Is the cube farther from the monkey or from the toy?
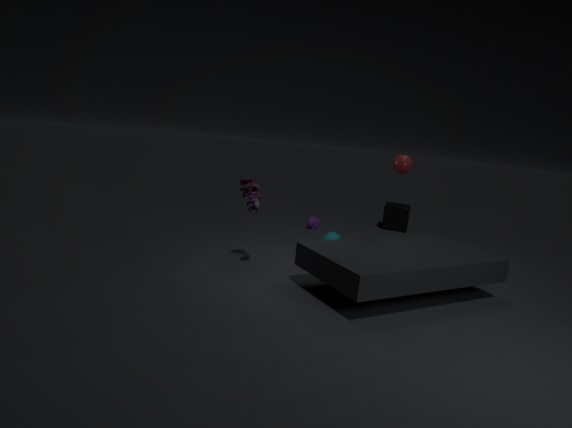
the toy
